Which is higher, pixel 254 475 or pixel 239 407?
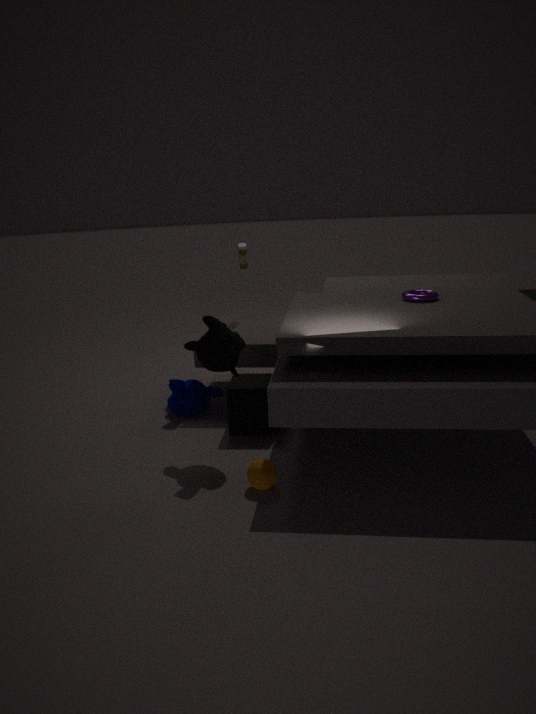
pixel 239 407
